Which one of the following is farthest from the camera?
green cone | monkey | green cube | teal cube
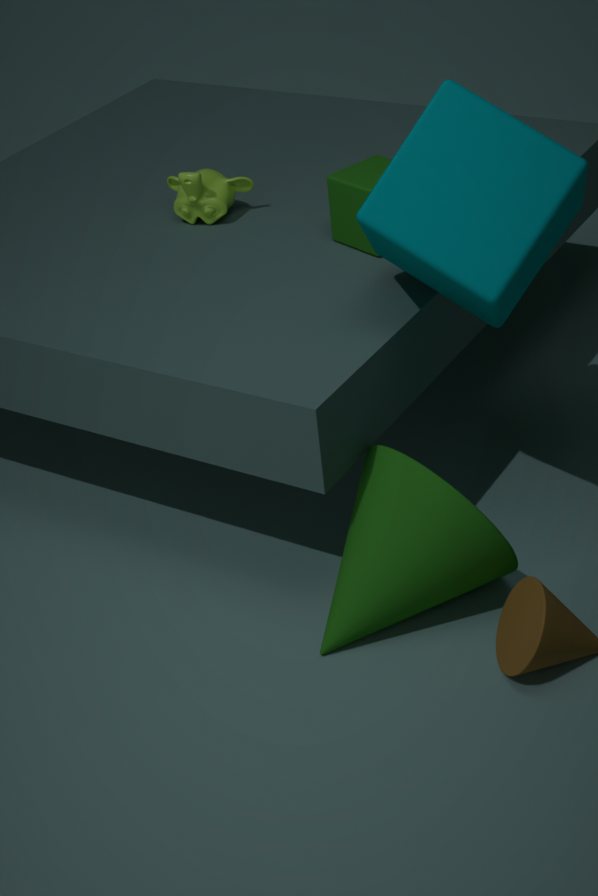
monkey
